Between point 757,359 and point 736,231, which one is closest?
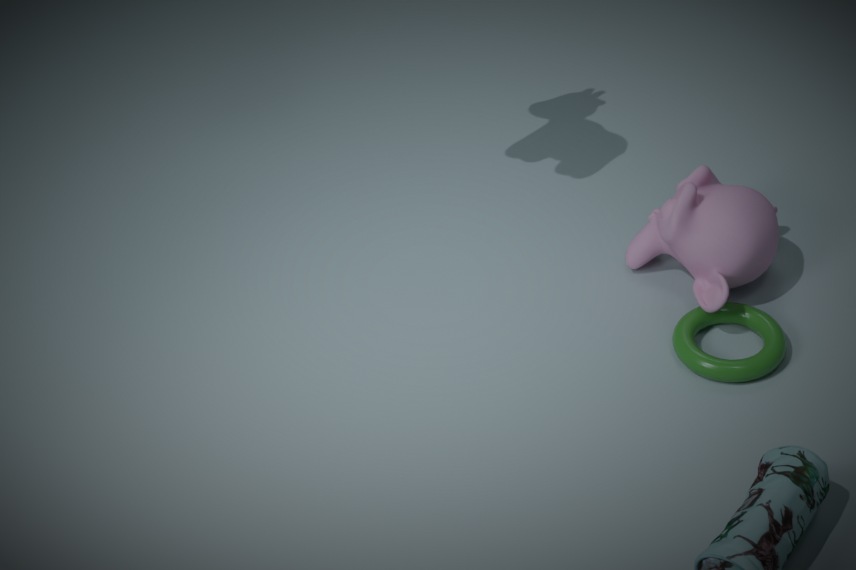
point 757,359
